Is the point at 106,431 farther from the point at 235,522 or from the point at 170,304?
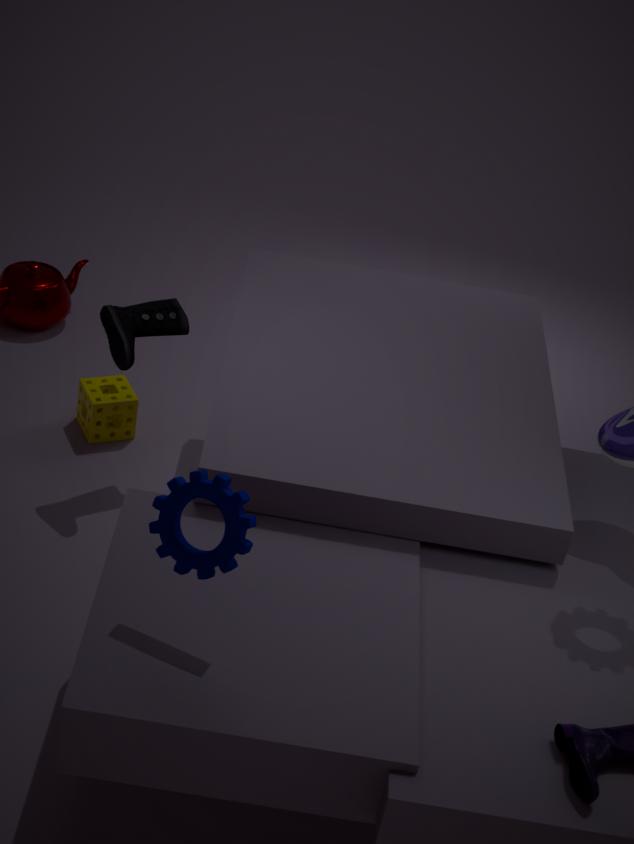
the point at 235,522
